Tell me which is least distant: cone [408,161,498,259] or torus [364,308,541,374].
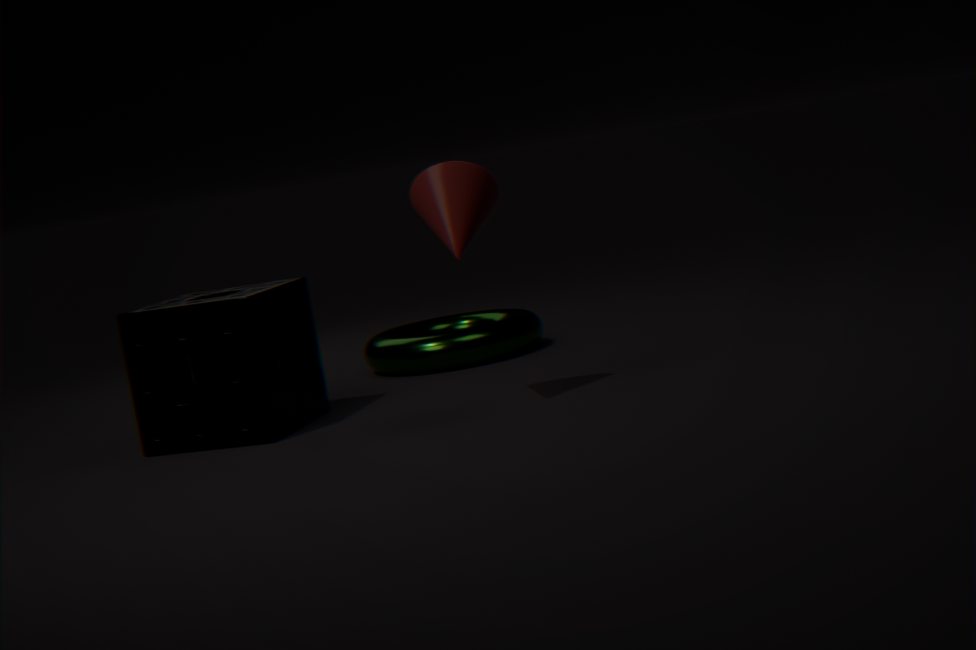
cone [408,161,498,259]
